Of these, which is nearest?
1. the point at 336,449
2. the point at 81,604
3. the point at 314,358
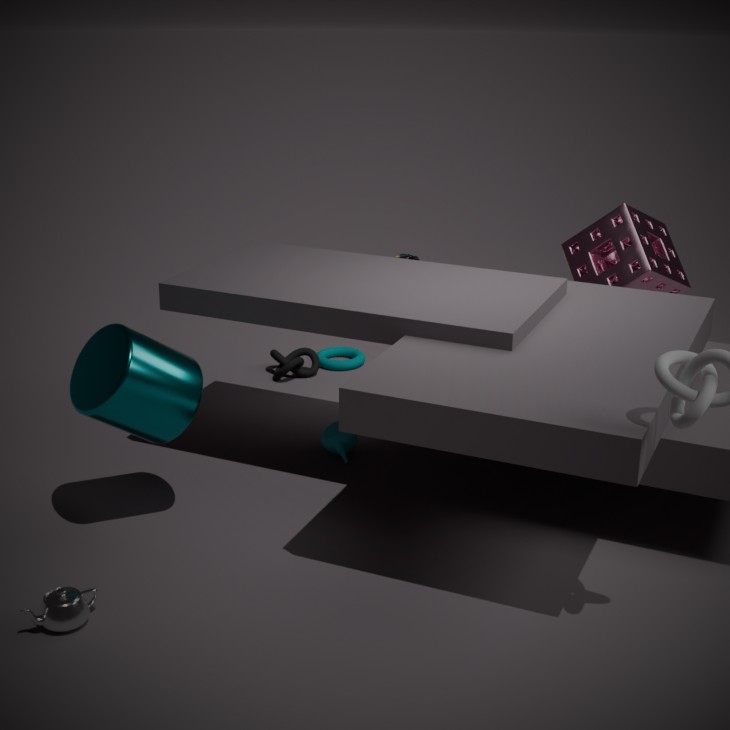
the point at 81,604
